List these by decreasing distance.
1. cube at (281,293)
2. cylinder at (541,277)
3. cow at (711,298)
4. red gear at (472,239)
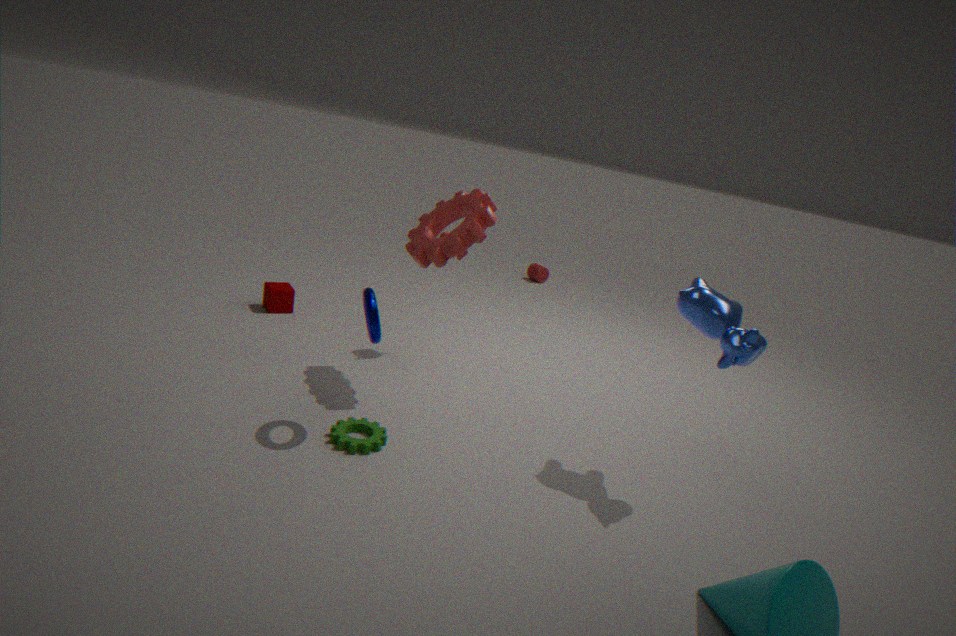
cylinder at (541,277) < cube at (281,293) < red gear at (472,239) < cow at (711,298)
